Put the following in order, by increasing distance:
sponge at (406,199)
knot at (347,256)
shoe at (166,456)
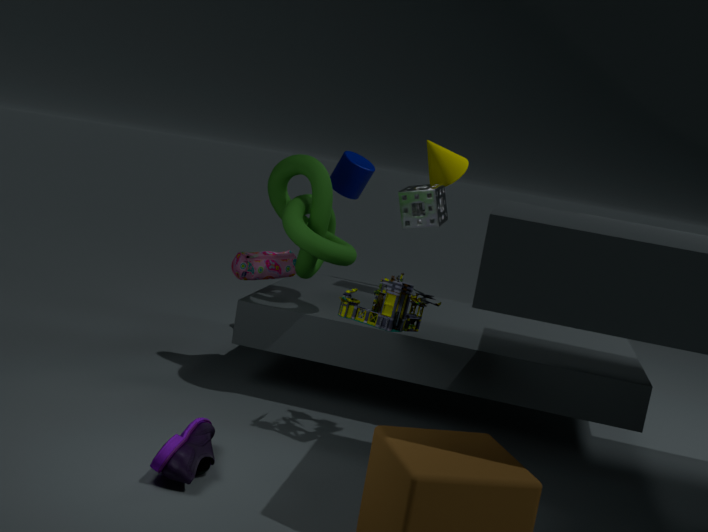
shoe at (166,456) < knot at (347,256) < sponge at (406,199)
